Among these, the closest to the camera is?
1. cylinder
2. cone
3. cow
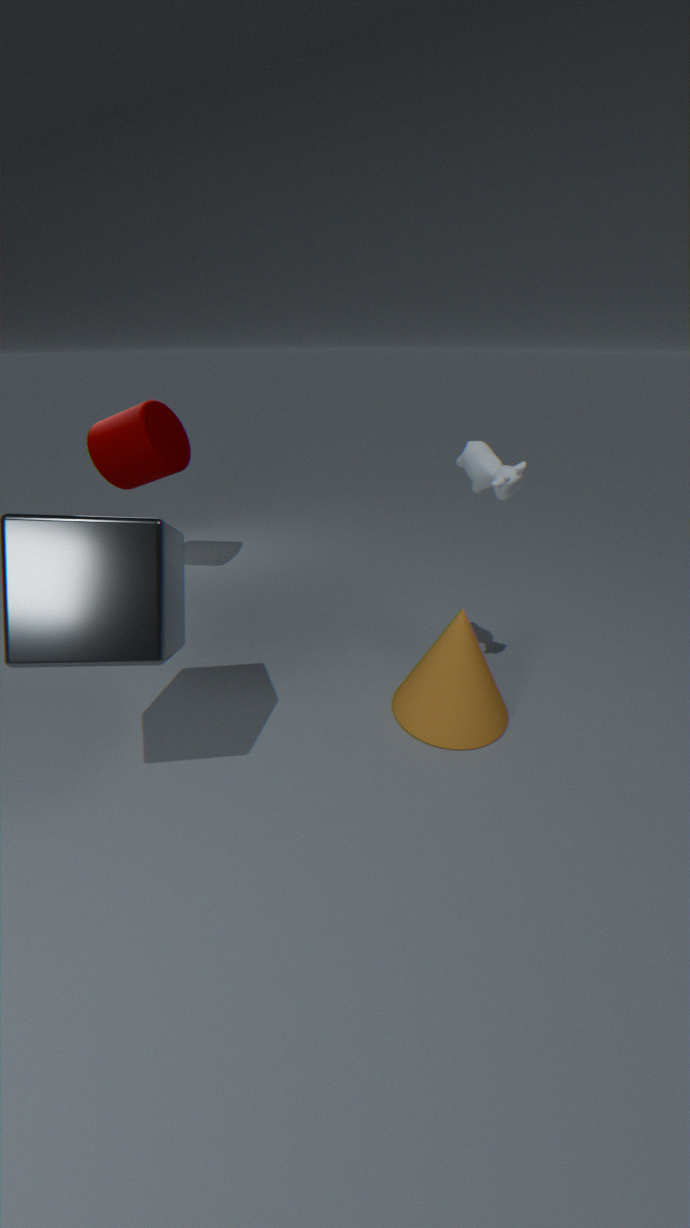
cow
